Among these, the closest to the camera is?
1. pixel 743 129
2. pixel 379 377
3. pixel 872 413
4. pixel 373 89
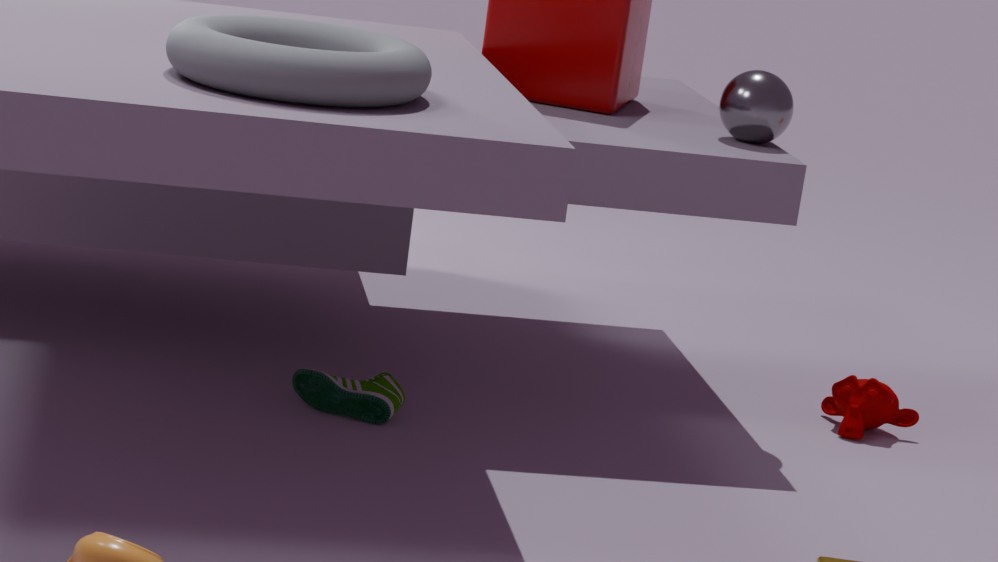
pixel 373 89
